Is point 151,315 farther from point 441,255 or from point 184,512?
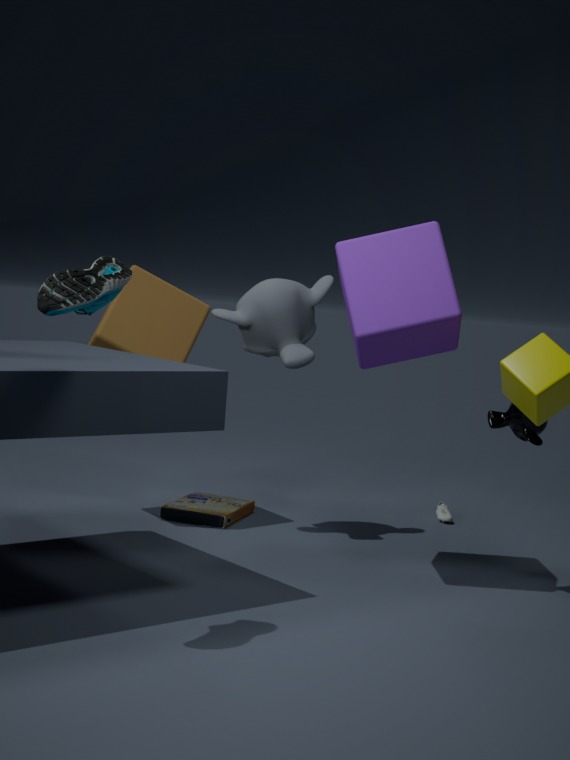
point 441,255
